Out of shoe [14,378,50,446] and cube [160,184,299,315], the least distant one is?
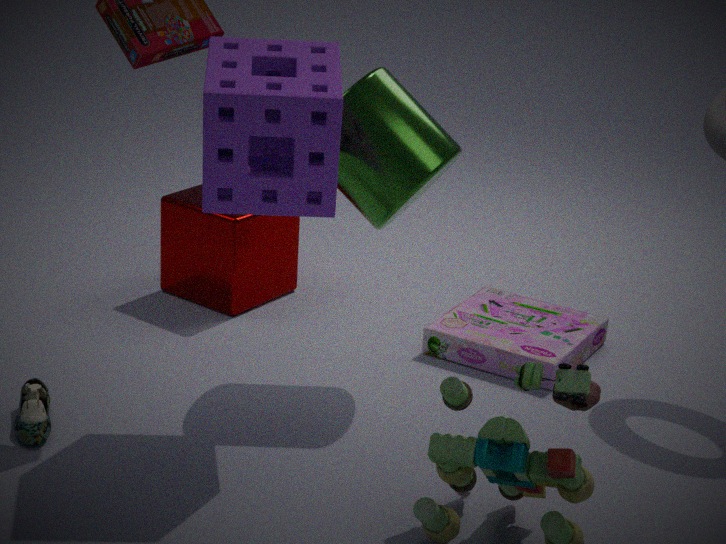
shoe [14,378,50,446]
